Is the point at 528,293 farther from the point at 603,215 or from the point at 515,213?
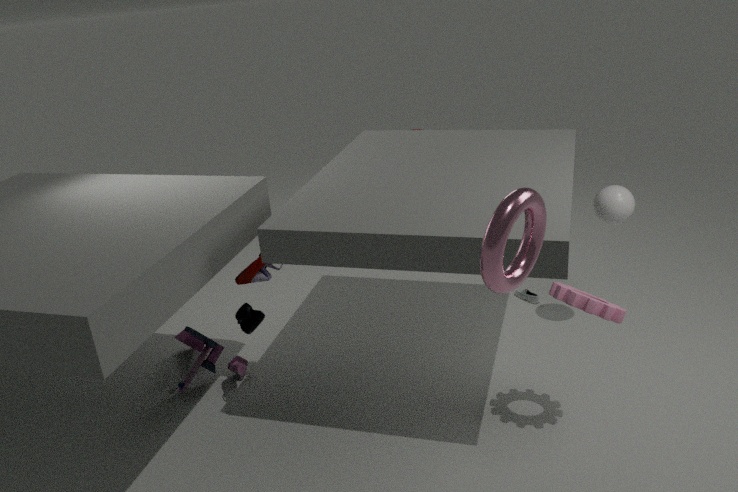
the point at 515,213
